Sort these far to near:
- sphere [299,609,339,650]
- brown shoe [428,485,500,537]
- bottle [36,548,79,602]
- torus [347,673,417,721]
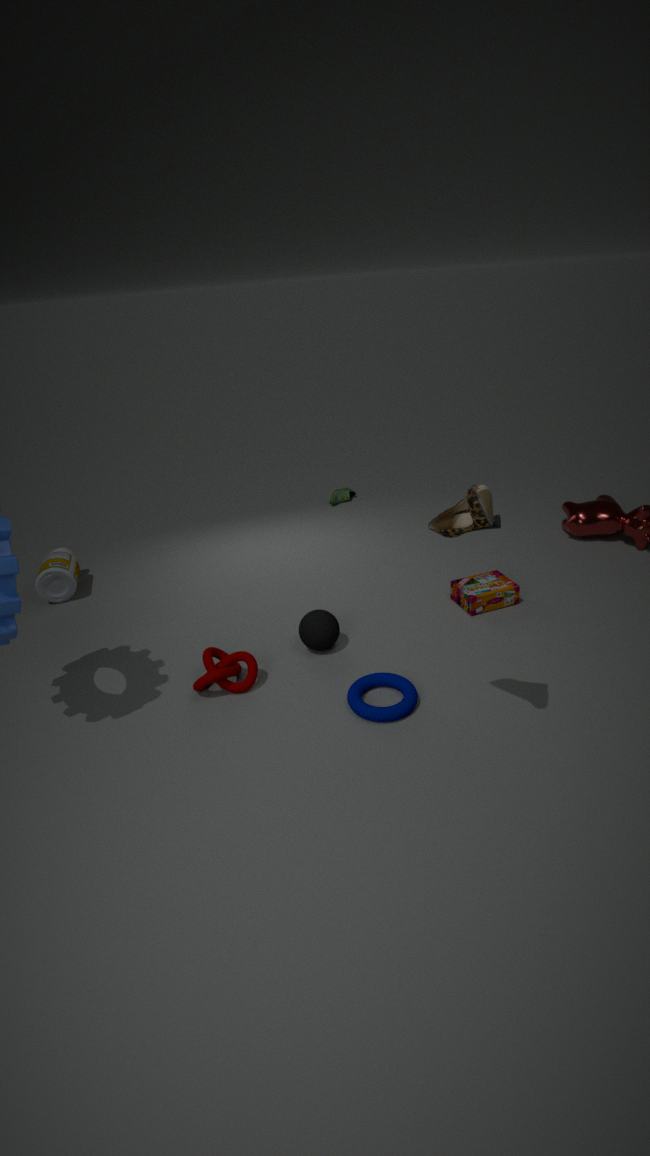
1. bottle [36,548,79,602]
2. sphere [299,609,339,650]
3. torus [347,673,417,721]
4. brown shoe [428,485,500,537]
